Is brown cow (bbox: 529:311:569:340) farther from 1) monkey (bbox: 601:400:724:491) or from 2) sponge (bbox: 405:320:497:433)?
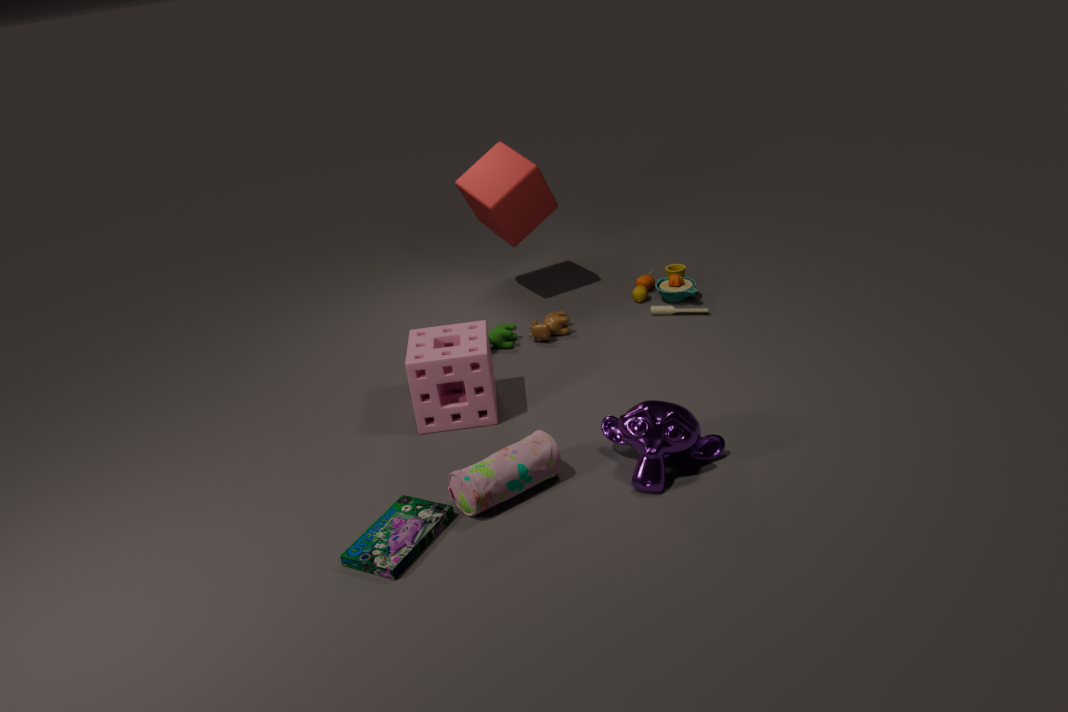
1) monkey (bbox: 601:400:724:491)
